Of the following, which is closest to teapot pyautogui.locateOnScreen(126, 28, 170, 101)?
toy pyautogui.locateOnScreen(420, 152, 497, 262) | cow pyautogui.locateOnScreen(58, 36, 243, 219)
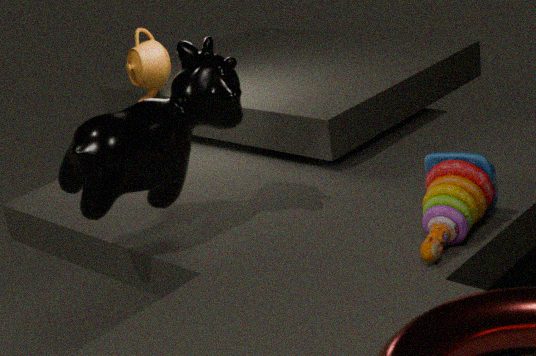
cow pyautogui.locateOnScreen(58, 36, 243, 219)
